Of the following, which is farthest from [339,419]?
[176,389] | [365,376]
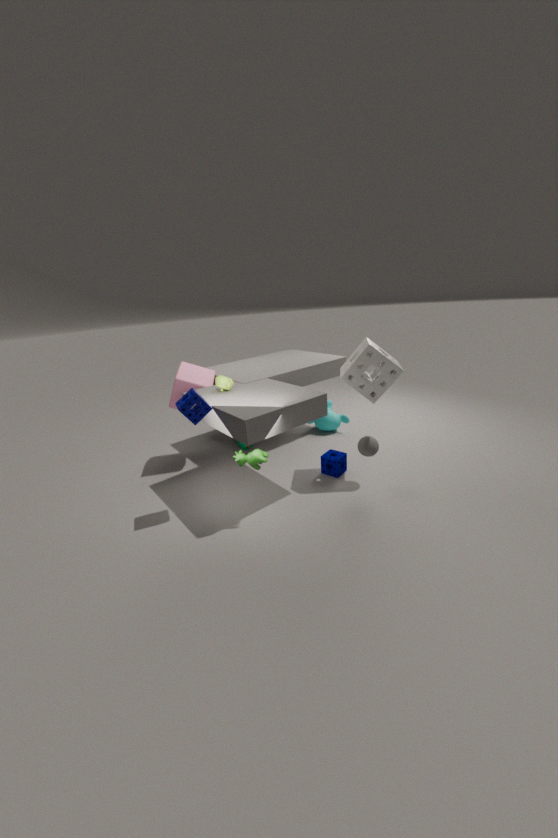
[176,389]
